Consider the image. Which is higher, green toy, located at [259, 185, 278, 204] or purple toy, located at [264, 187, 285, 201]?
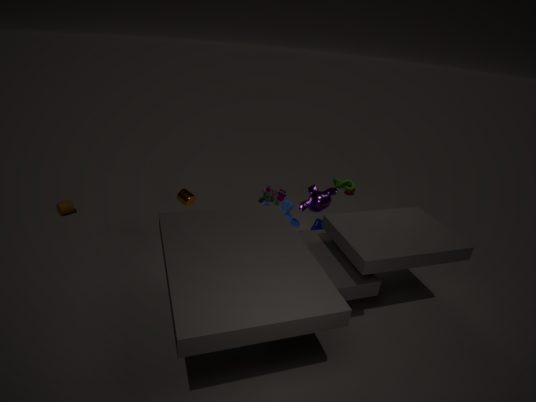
purple toy, located at [264, 187, 285, 201]
